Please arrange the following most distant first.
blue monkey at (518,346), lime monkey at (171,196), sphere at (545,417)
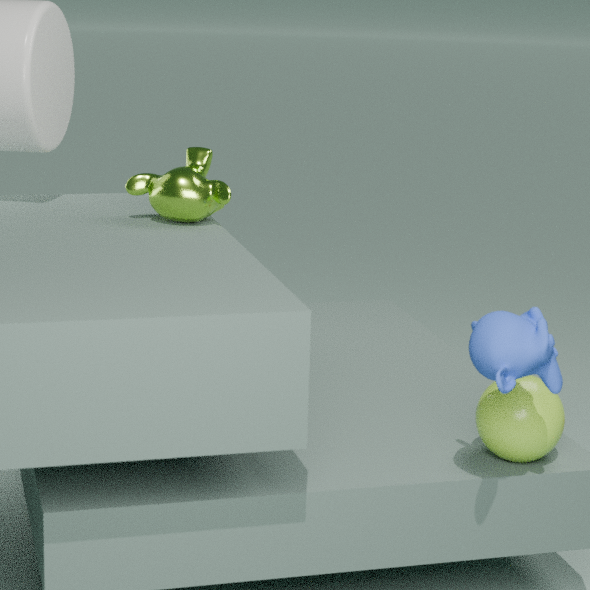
lime monkey at (171,196) < sphere at (545,417) < blue monkey at (518,346)
